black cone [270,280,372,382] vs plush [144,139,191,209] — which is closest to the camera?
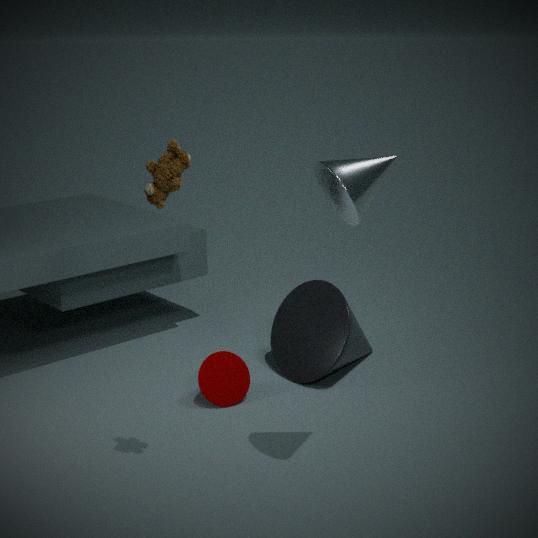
plush [144,139,191,209]
